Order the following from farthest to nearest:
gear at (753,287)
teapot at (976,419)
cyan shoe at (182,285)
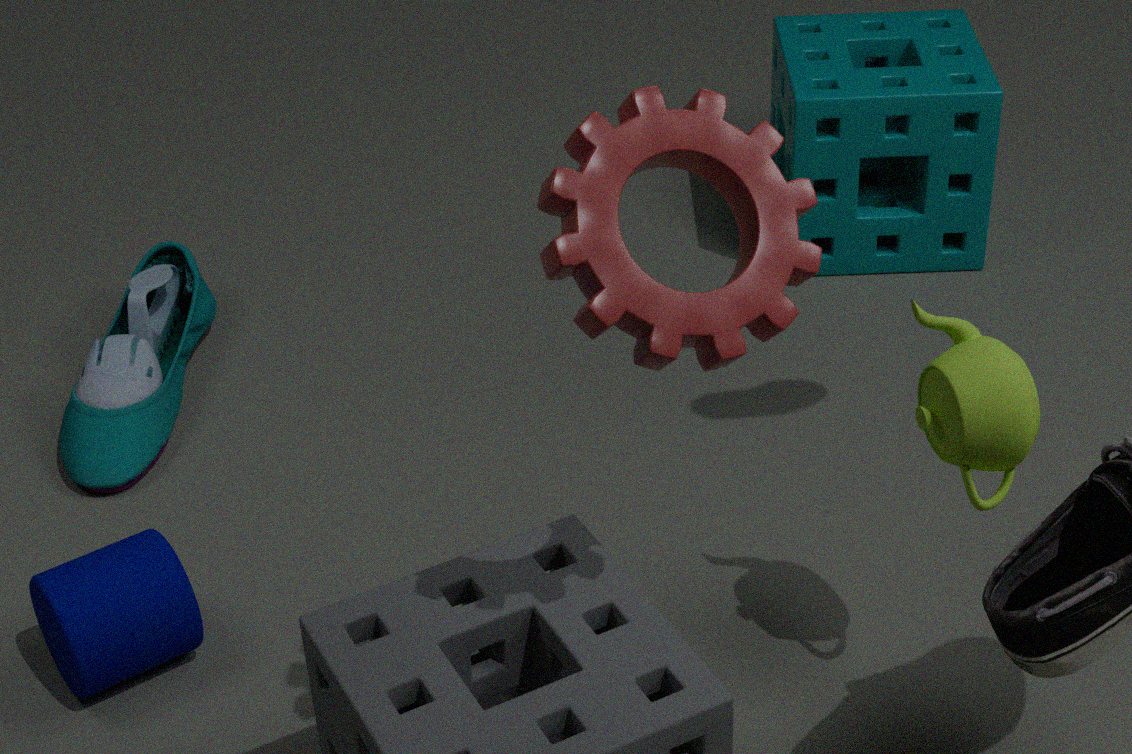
cyan shoe at (182,285) < teapot at (976,419) < gear at (753,287)
